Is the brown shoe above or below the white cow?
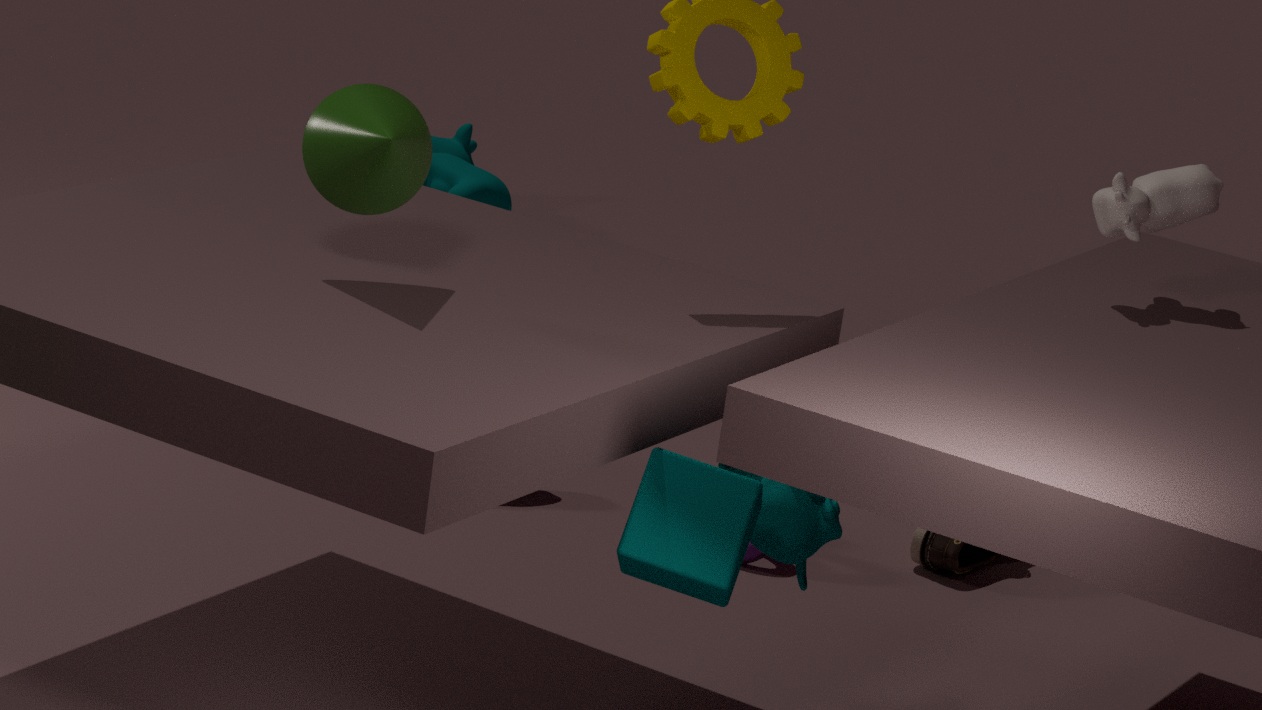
below
